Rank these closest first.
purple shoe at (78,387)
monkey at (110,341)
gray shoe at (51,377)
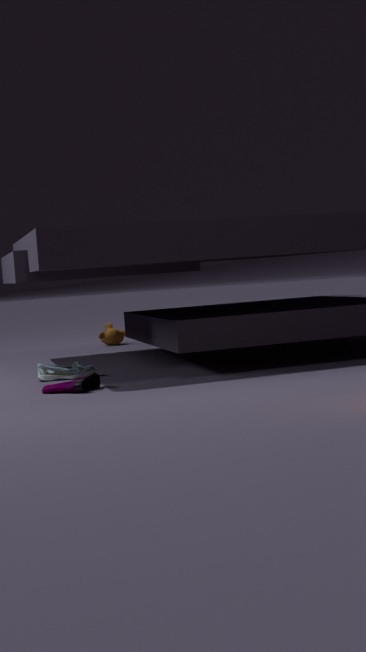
purple shoe at (78,387)
gray shoe at (51,377)
monkey at (110,341)
